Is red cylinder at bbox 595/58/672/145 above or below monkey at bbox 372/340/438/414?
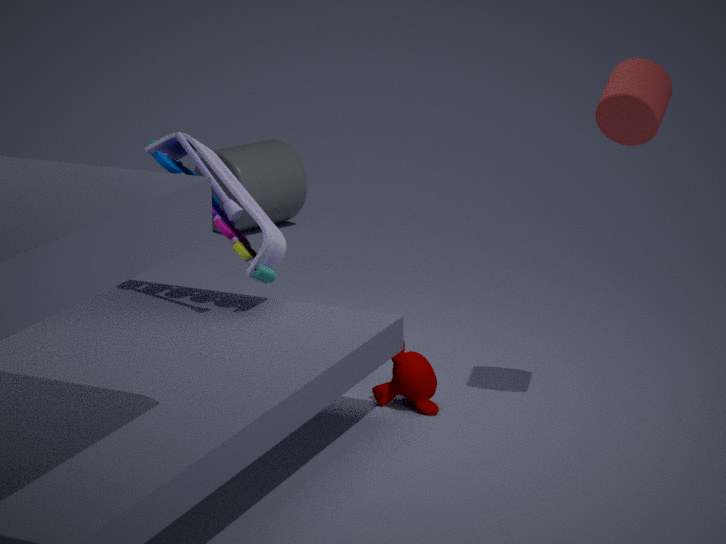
above
